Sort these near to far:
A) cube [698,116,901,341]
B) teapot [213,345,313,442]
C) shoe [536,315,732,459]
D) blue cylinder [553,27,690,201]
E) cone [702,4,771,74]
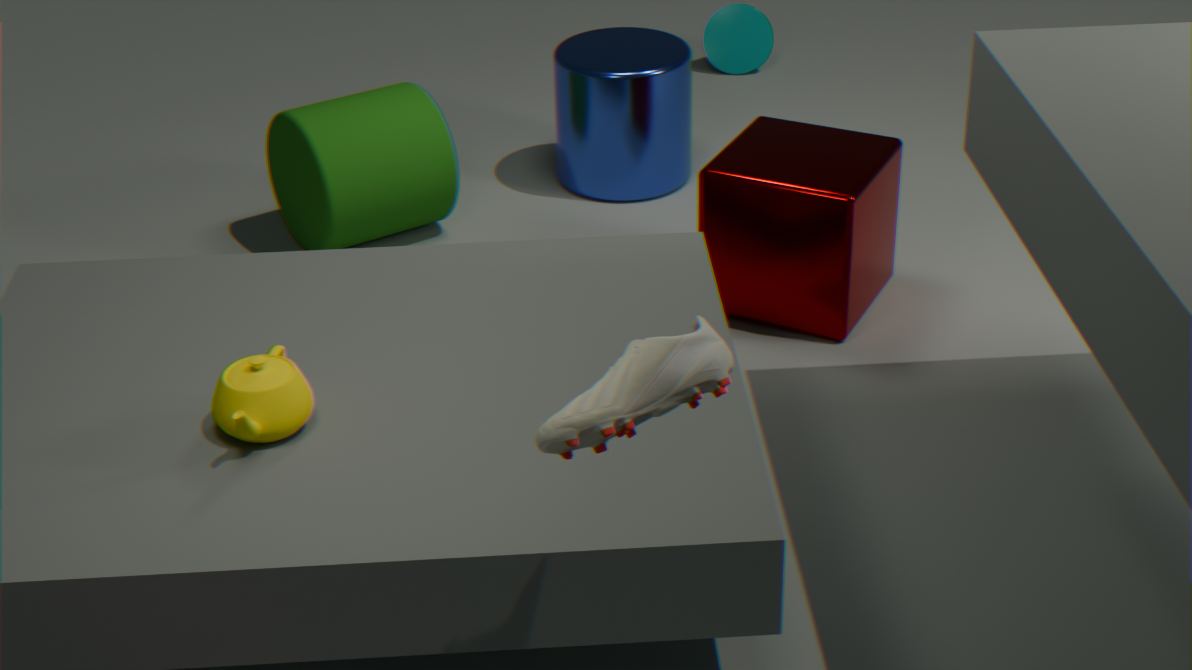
shoe [536,315,732,459] → teapot [213,345,313,442] → cube [698,116,901,341] → blue cylinder [553,27,690,201] → cone [702,4,771,74]
